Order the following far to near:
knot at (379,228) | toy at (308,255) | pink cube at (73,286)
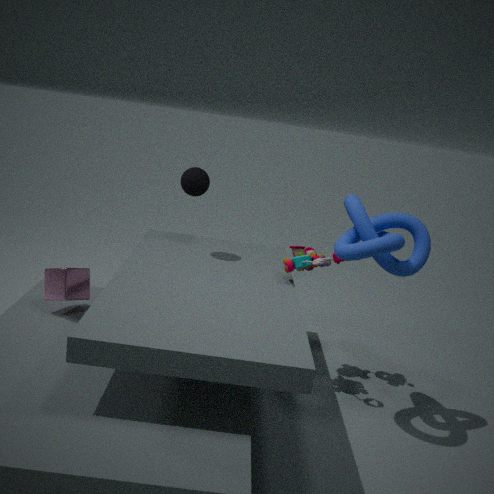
toy at (308,255), pink cube at (73,286), knot at (379,228)
